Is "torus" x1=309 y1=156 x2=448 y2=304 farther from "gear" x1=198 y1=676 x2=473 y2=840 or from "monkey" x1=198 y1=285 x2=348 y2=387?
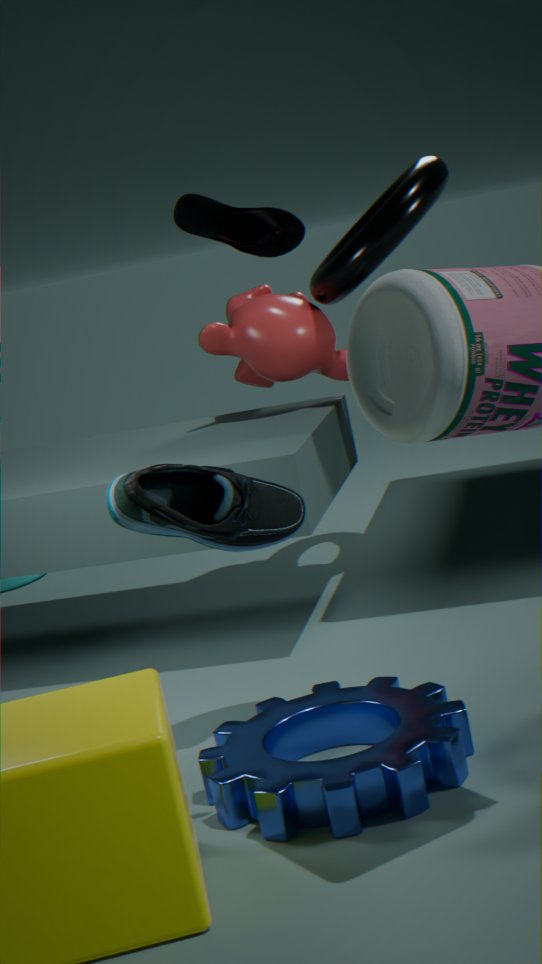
"gear" x1=198 y1=676 x2=473 y2=840
